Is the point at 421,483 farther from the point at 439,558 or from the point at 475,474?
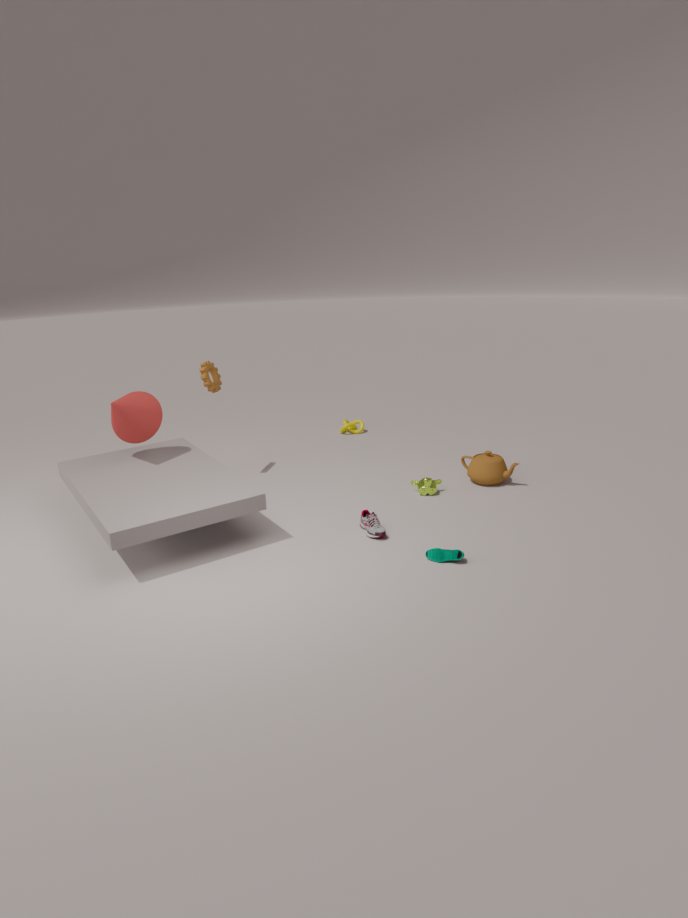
the point at 439,558
